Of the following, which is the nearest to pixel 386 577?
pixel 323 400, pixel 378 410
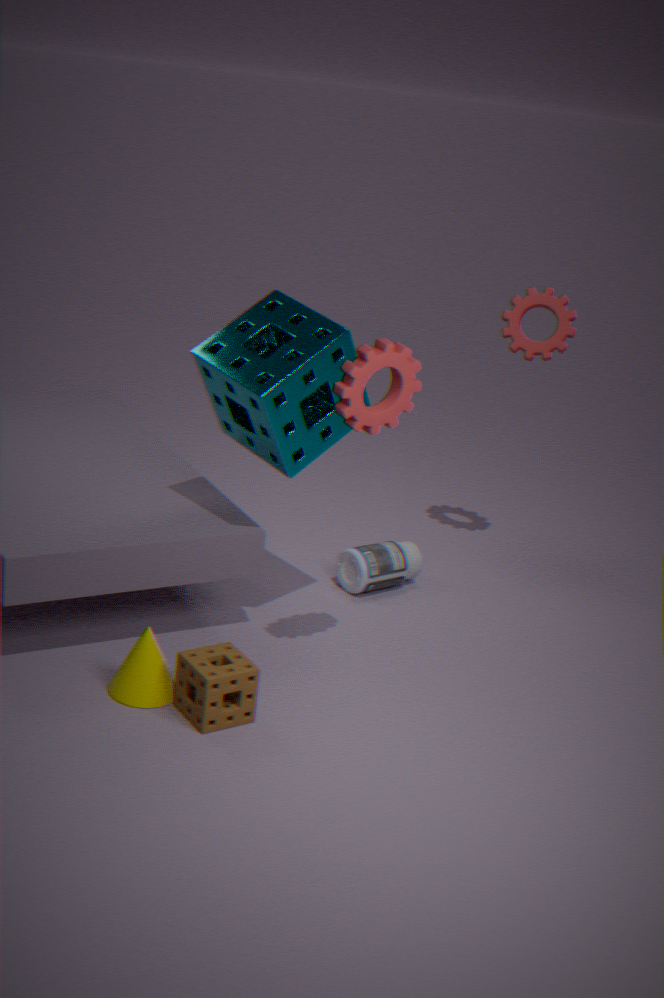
pixel 323 400
